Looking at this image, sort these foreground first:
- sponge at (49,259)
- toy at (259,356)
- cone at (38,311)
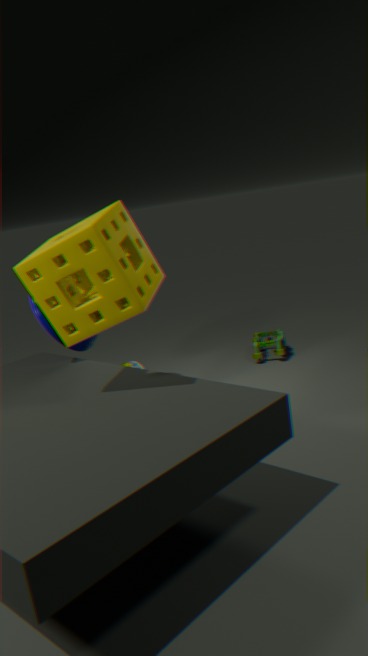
1. sponge at (49,259)
2. cone at (38,311)
3. toy at (259,356)
